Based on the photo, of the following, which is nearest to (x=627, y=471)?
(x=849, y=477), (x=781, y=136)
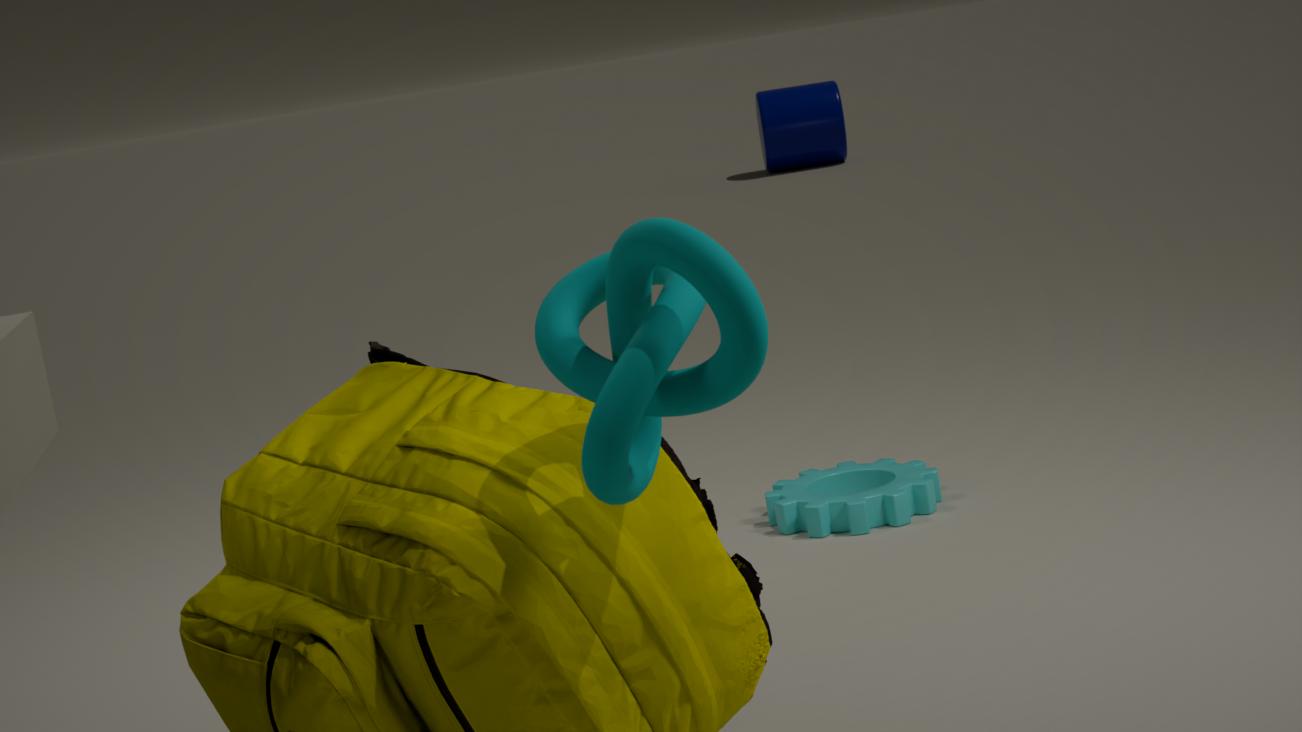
(x=849, y=477)
